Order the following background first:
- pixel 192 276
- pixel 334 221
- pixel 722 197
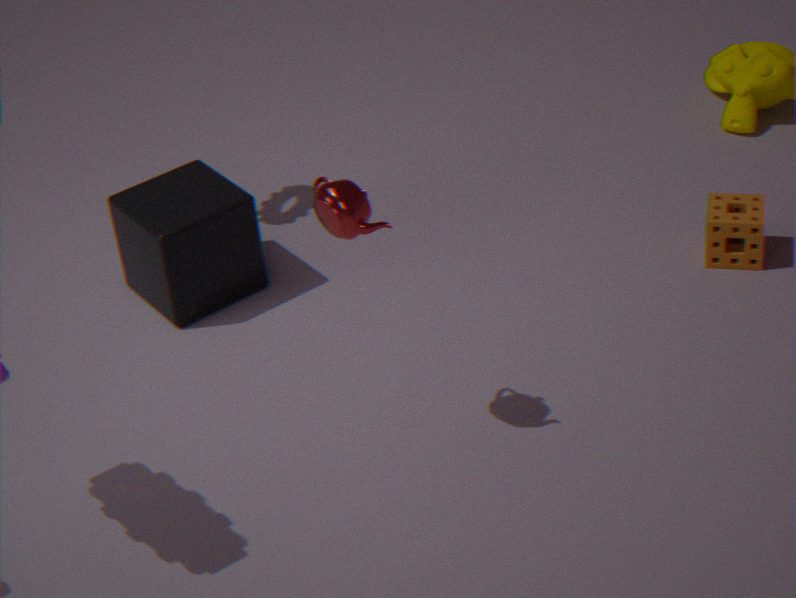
pixel 722 197 → pixel 192 276 → pixel 334 221
